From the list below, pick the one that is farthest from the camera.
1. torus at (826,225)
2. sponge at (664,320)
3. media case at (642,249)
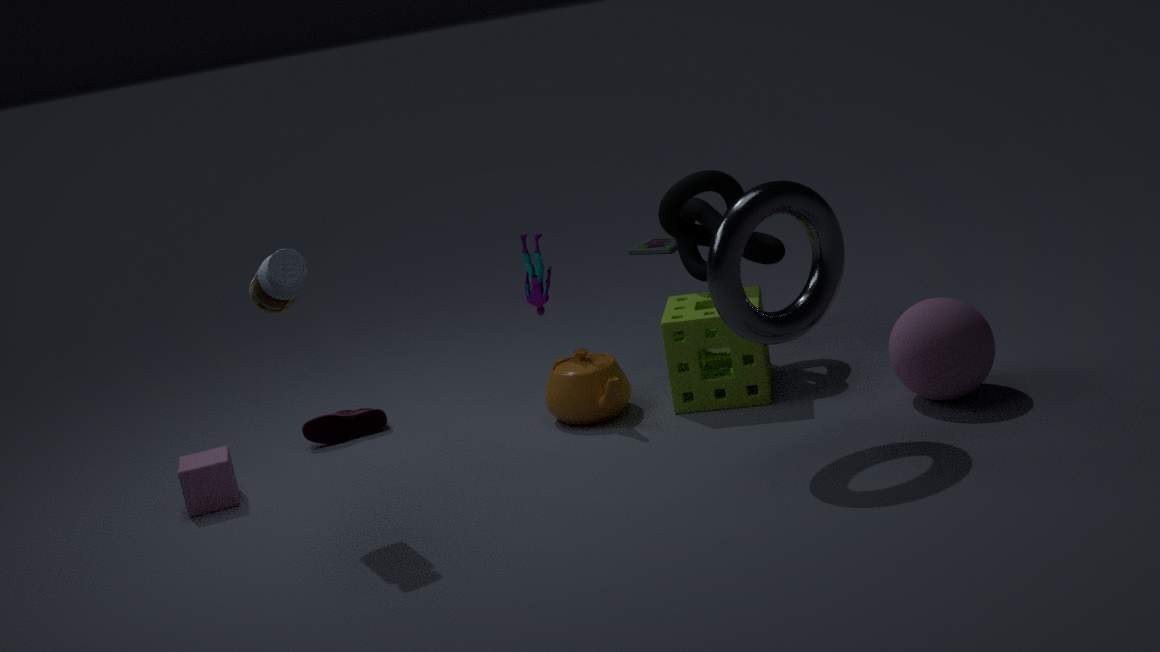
media case at (642,249)
